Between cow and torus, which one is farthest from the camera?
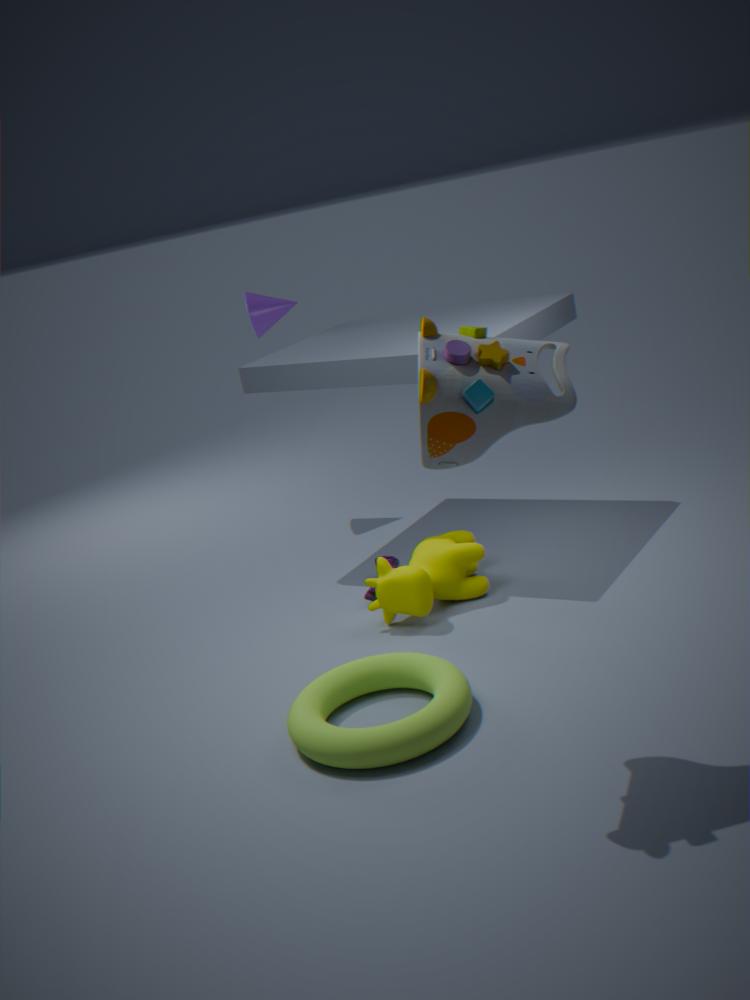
cow
